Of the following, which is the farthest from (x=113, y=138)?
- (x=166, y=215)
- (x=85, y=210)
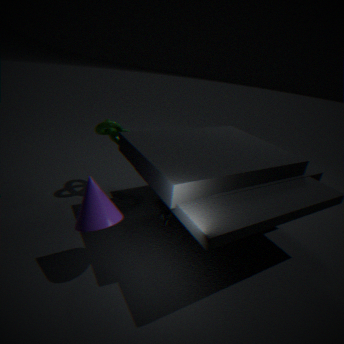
(x=85, y=210)
